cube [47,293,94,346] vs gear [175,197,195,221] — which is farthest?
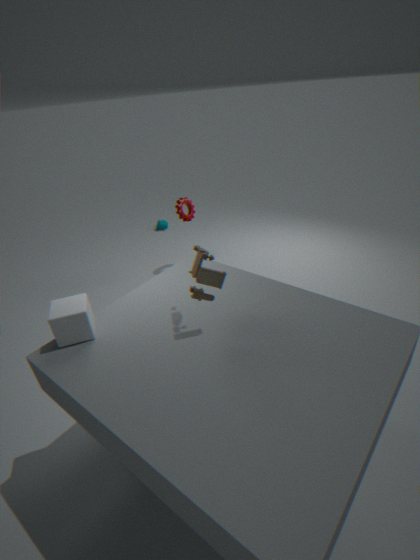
gear [175,197,195,221]
